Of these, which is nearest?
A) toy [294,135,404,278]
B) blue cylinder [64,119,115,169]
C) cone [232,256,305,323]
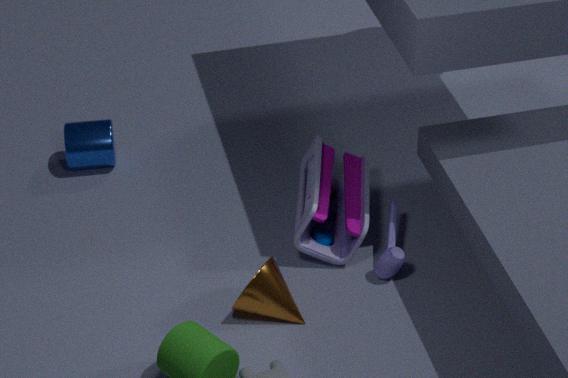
C. cone [232,256,305,323]
